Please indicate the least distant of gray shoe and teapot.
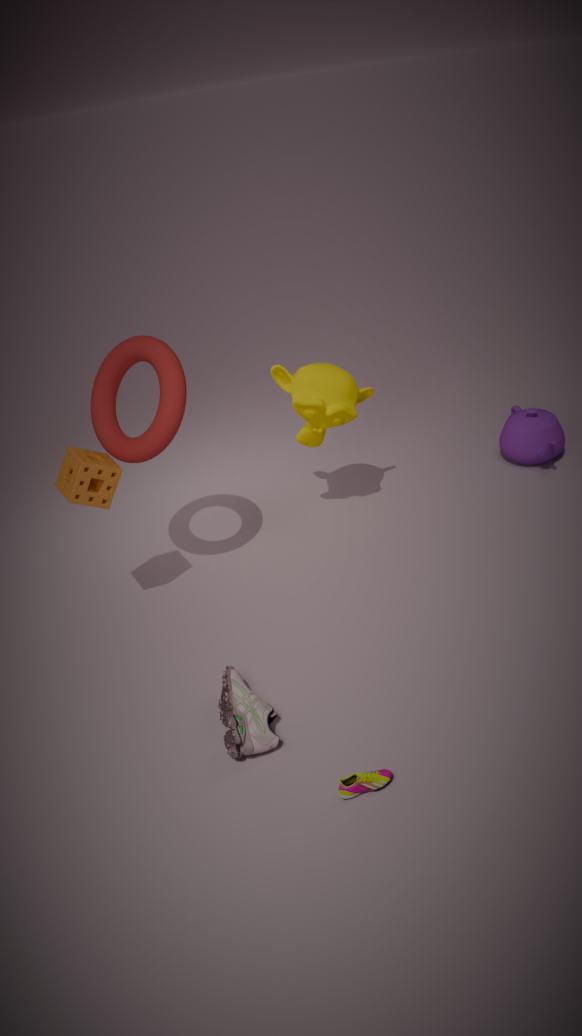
gray shoe
